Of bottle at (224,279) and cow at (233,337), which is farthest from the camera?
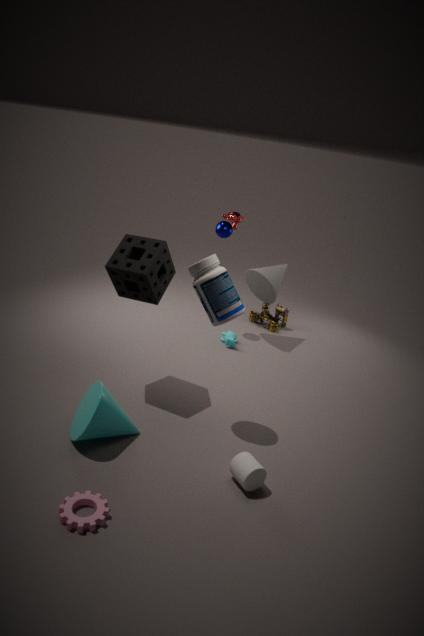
cow at (233,337)
